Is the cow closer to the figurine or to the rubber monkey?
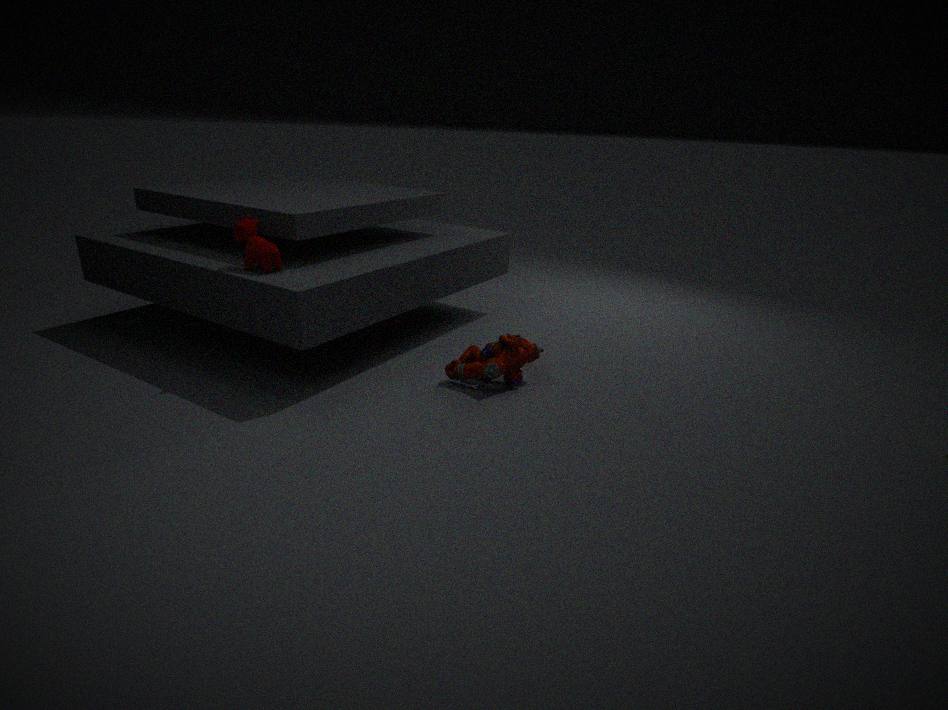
the rubber monkey
